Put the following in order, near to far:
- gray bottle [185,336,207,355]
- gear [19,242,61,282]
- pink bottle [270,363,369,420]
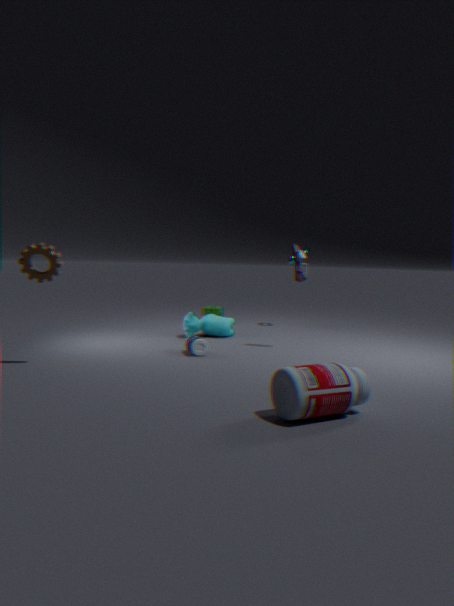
pink bottle [270,363,369,420] → gear [19,242,61,282] → gray bottle [185,336,207,355]
